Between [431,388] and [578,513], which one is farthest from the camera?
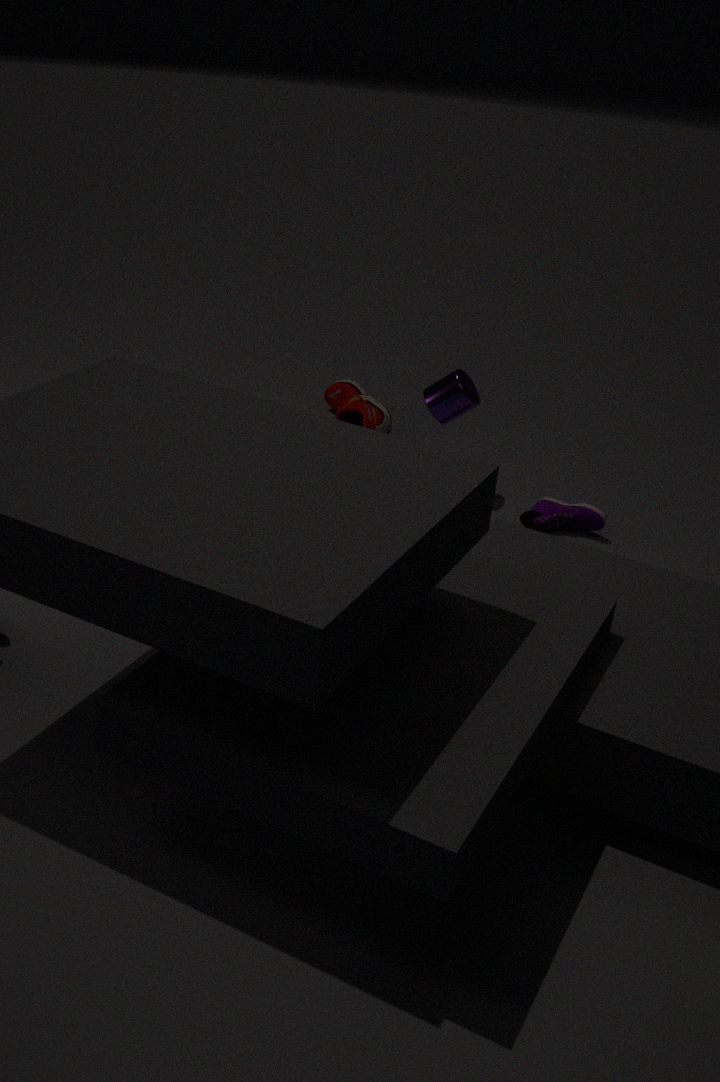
[431,388]
